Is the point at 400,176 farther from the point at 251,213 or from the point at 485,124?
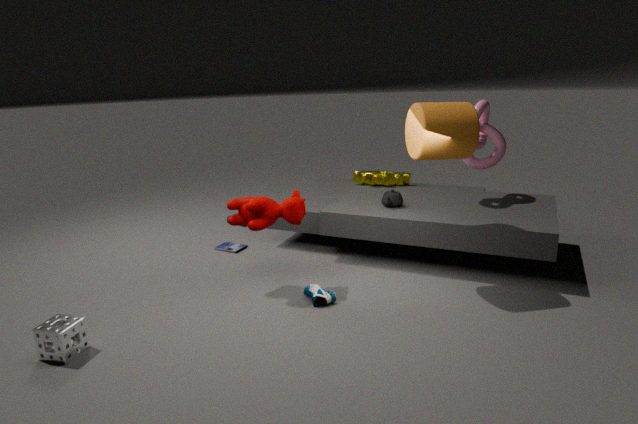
the point at 251,213
